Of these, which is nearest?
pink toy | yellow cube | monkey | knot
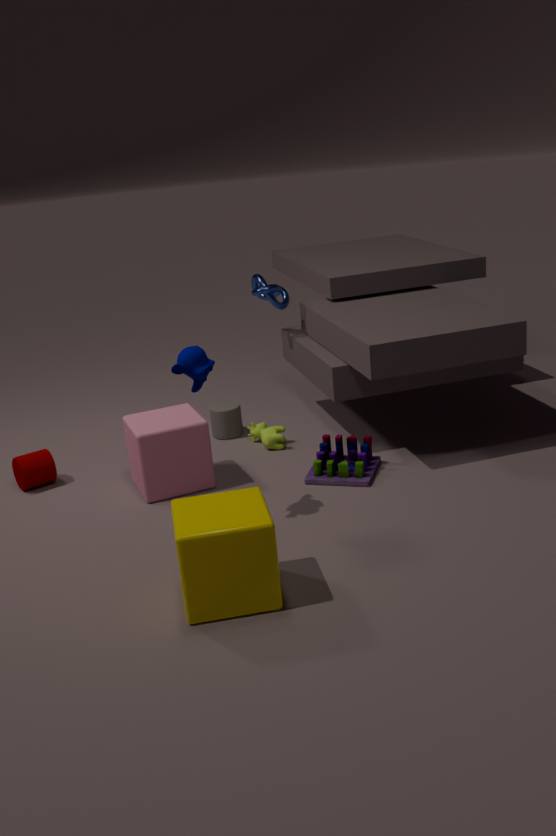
yellow cube
